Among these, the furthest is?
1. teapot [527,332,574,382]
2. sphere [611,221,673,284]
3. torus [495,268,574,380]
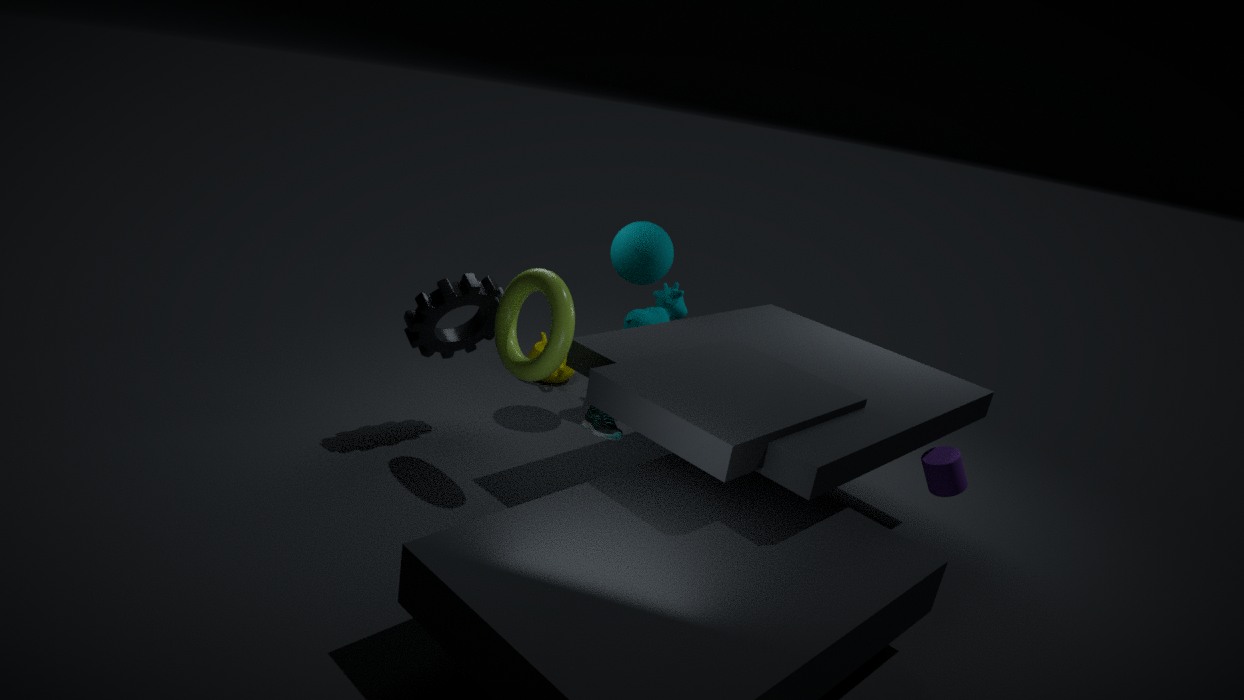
teapot [527,332,574,382]
